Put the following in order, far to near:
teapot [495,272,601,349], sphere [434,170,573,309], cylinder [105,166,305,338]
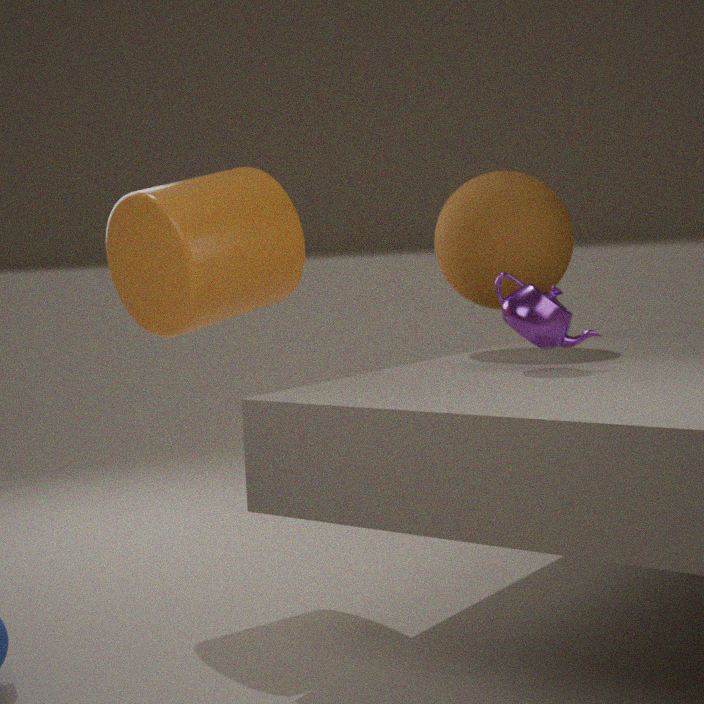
sphere [434,170,573,309] → cylinder [105,166,305,338] → teapot [495,272,601,349]
